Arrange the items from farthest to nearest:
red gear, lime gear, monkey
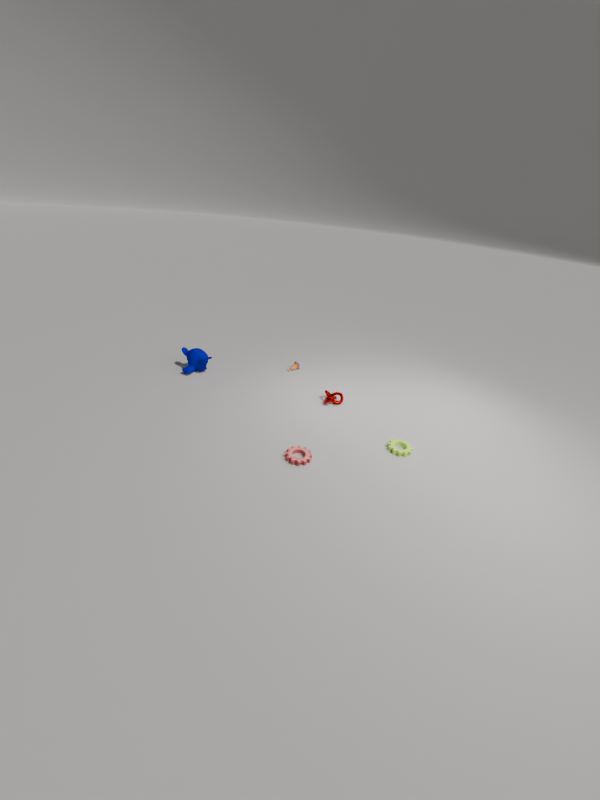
monkey → lime gear → red gear
